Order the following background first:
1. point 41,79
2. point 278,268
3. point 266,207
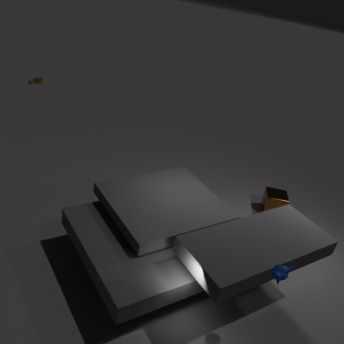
point 41,79 → point 266,207 → point 278,268
